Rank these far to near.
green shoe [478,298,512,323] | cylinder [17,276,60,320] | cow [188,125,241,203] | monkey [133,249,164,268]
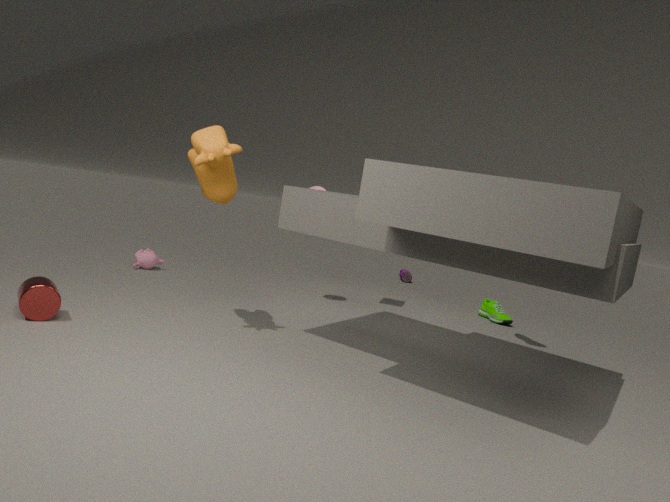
1. green shoe [478,298,512,323]
2. monkey [133,249,164,268]
3. cow [188,125,241,203]
4. cylinder [17,276,60,320]
